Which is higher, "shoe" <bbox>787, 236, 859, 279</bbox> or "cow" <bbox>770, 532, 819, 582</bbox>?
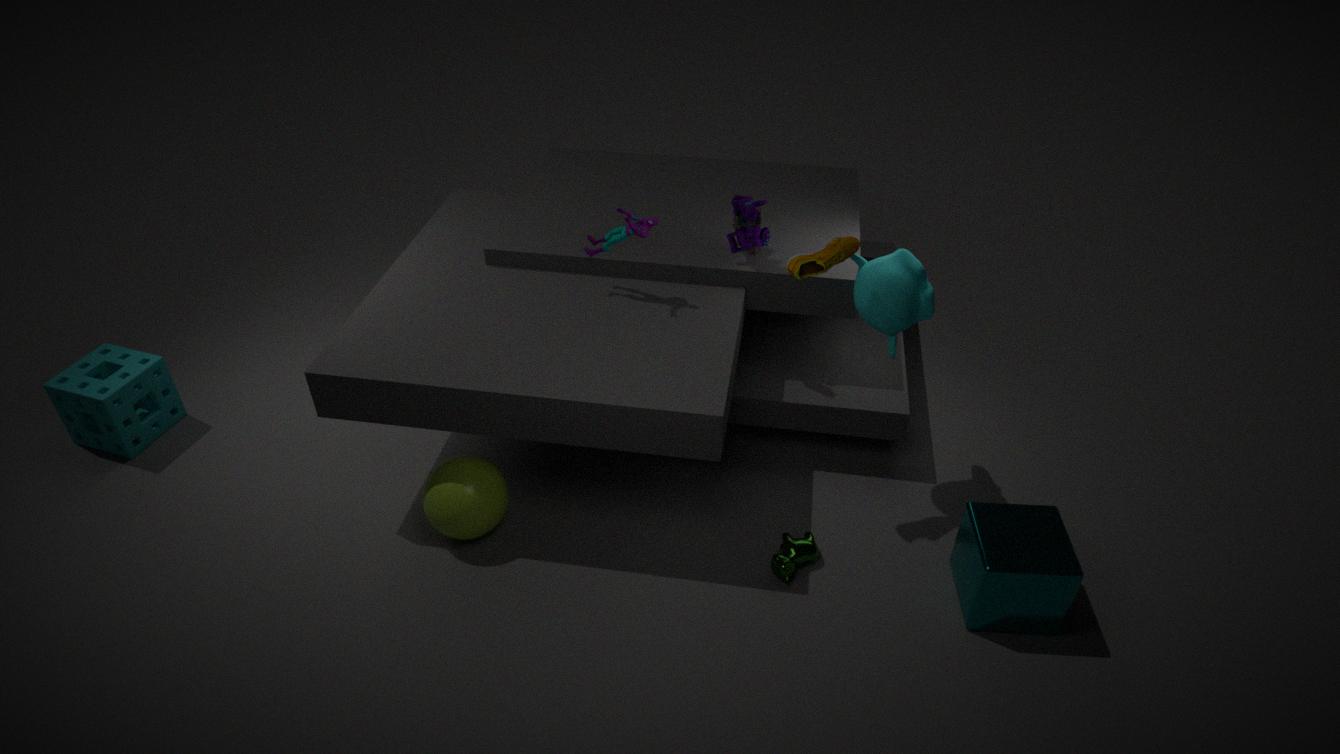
"shoe" <bbox>787, 236, 859, 279</bbox>
